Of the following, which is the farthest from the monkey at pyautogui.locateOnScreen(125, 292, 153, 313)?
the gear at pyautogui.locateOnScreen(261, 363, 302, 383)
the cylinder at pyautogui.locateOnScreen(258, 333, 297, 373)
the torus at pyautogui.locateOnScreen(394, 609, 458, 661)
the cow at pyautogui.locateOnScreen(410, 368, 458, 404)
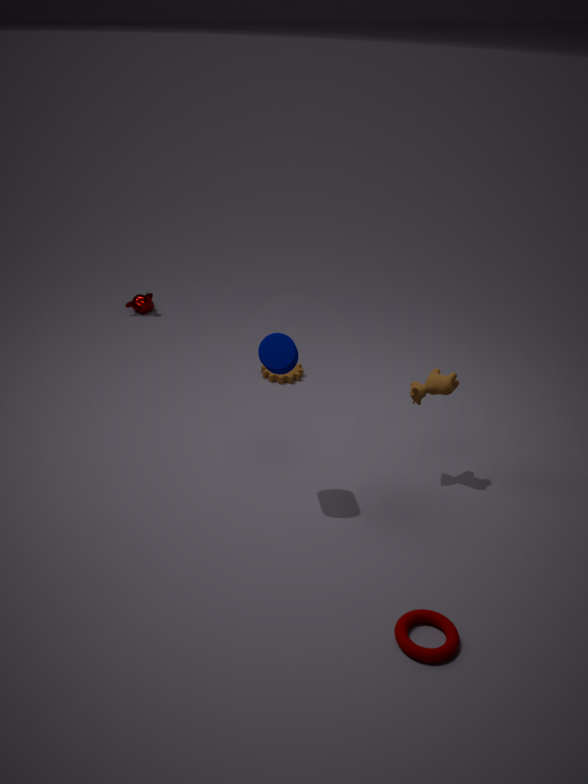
the torus at pyautogui.locateOnScreen(394, 609, 458, 661)
